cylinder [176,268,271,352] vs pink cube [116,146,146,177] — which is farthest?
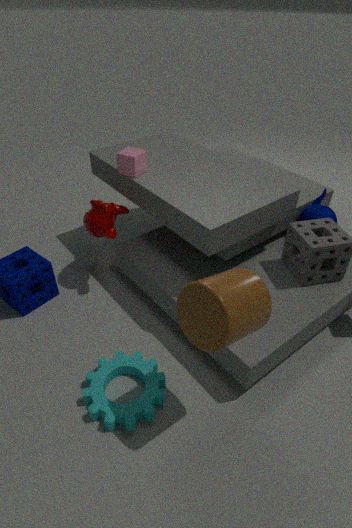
pink cube [116,146,146,177]
